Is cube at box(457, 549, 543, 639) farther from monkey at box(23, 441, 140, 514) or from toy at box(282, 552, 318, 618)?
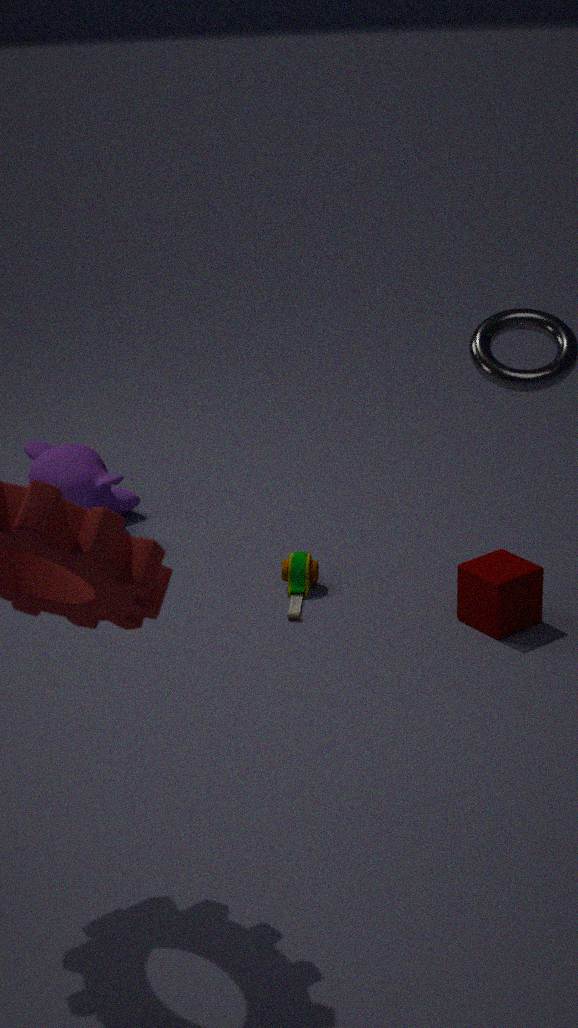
monkey at box(23, 441, 140, 514)
